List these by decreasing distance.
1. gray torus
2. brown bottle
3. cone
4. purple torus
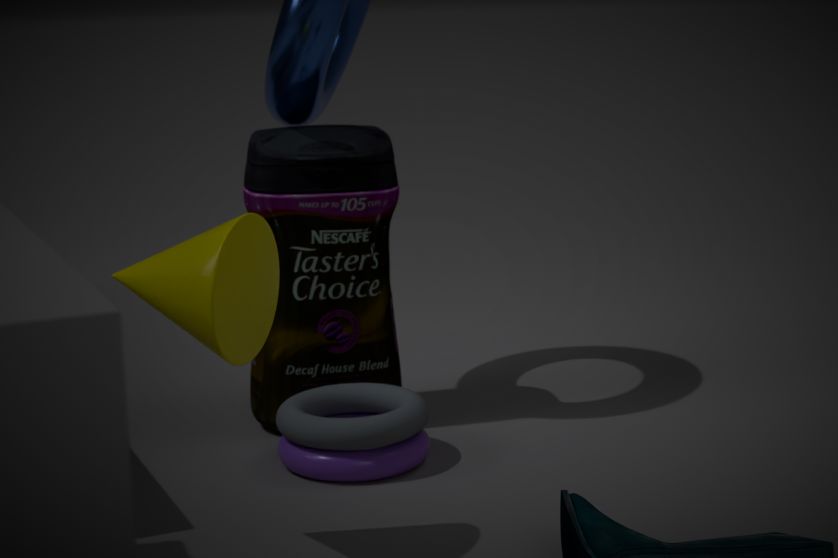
brown bottle → purple torus → gray torus → cone
